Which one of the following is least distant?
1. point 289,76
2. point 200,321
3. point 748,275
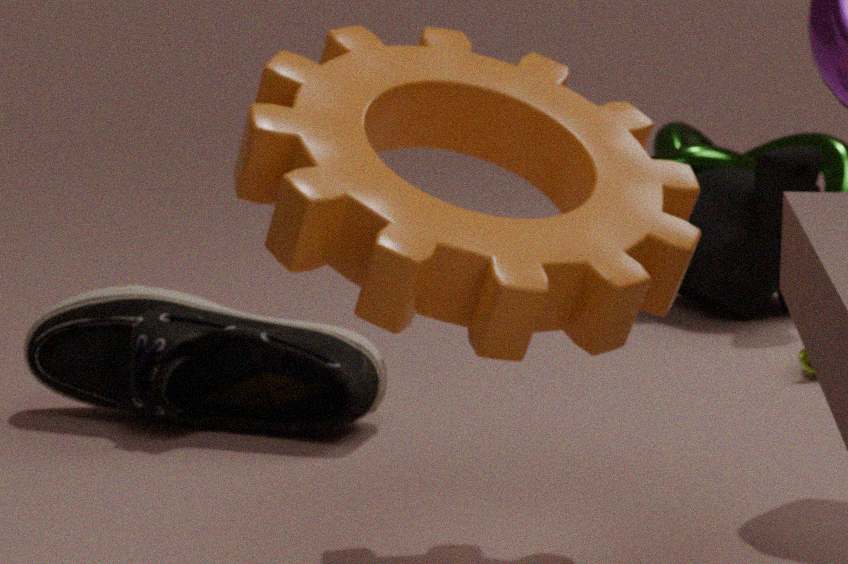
point 289,76
